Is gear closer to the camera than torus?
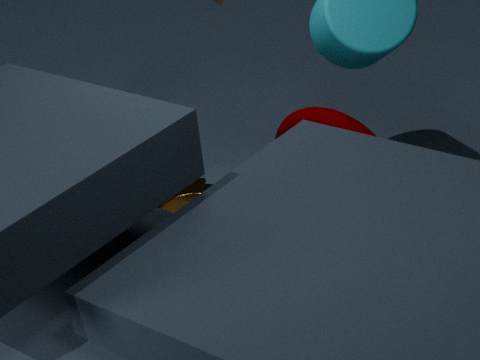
No
